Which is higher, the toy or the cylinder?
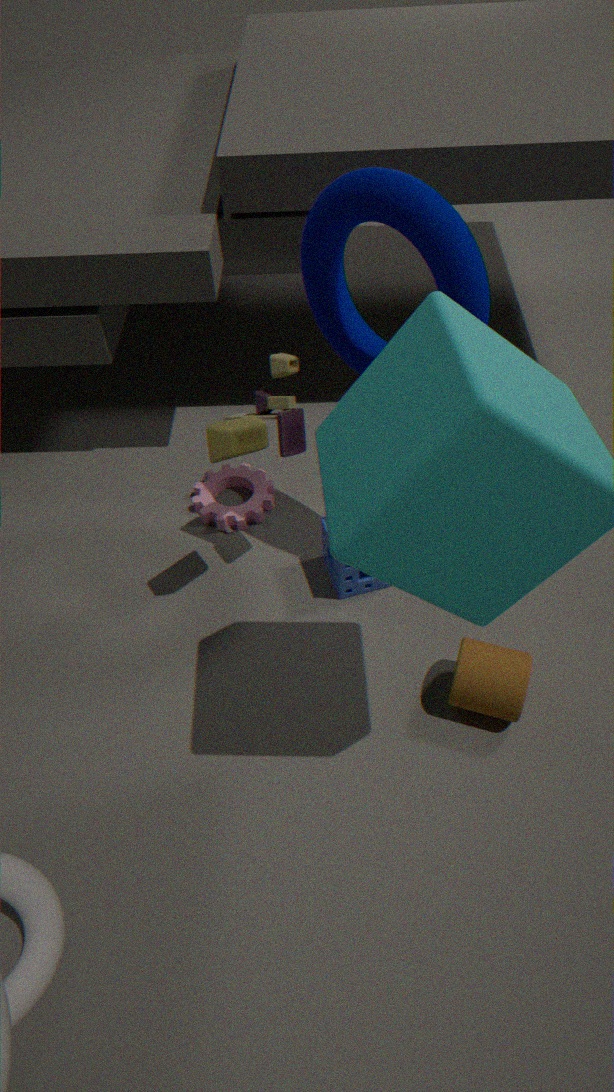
the toy
